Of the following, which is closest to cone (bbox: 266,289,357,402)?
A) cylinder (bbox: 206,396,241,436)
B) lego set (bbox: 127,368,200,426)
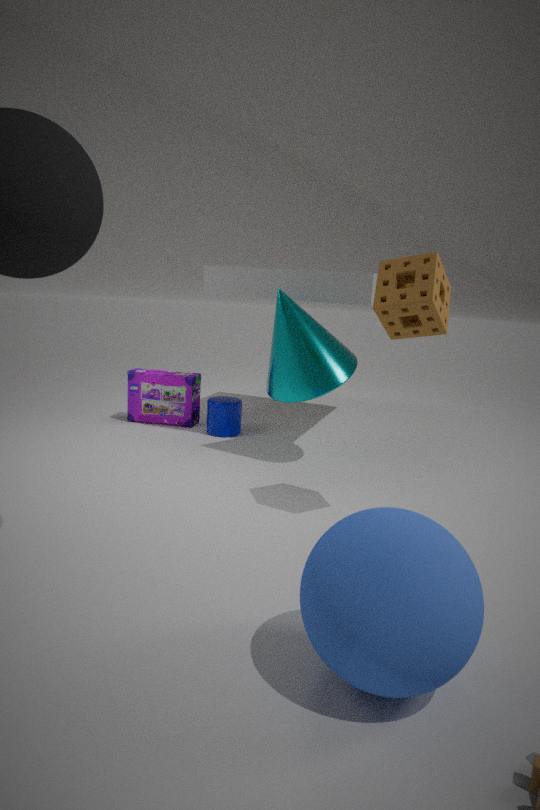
cylinder (bbox: 206,396,241,436)
